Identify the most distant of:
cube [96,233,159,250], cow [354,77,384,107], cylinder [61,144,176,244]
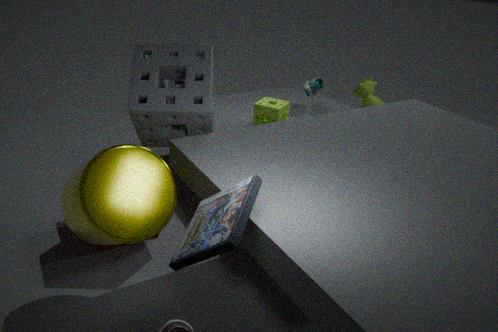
cow [354,77,384,107]
